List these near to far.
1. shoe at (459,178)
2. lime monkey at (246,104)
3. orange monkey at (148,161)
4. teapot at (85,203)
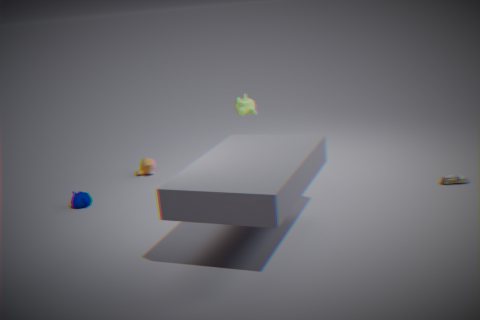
shoe at (459,178) → lime monkey at (246,104) → teapot at (85,203) → orange monkey at (148,161)
